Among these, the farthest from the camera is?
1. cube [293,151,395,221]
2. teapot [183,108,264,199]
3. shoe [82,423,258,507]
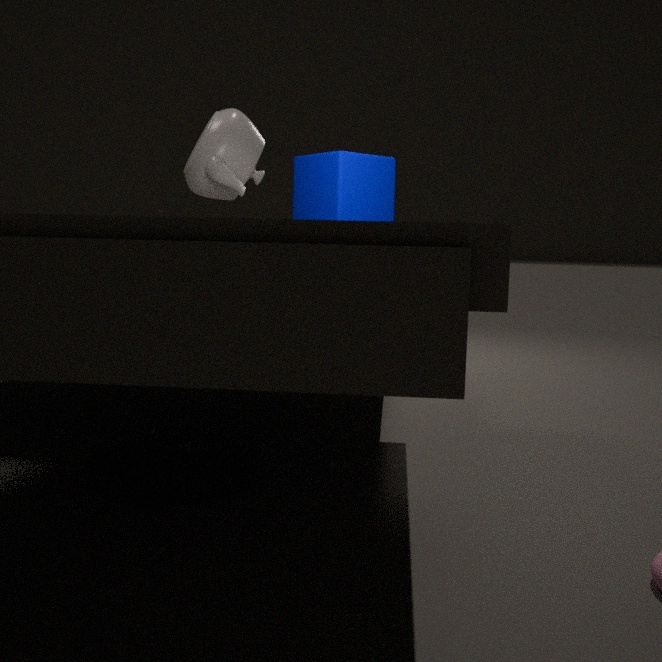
teapot [183,108,264,199]
